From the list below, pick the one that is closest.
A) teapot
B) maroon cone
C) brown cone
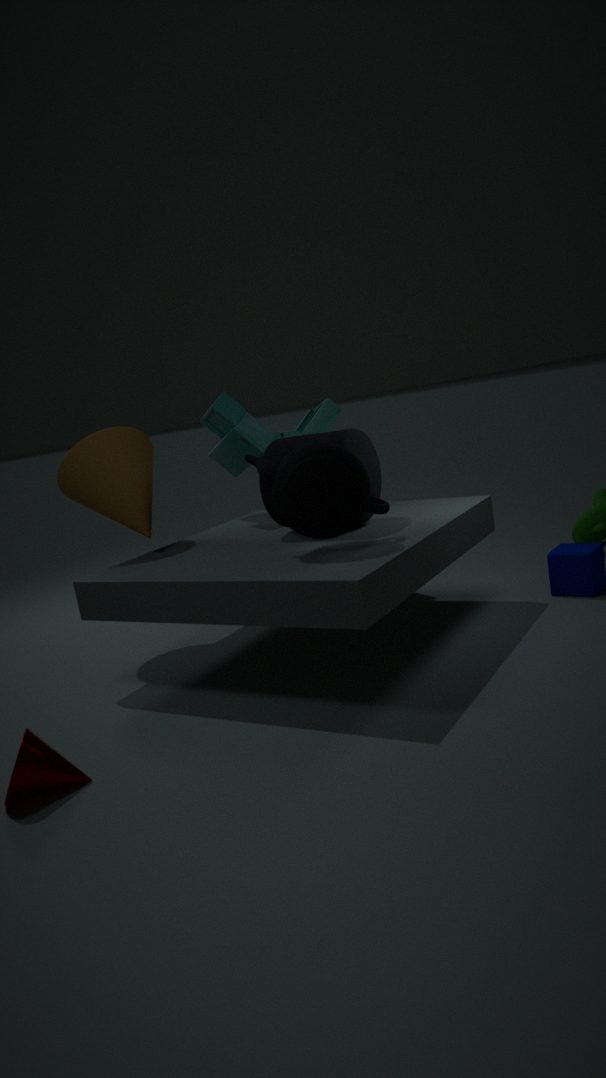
maroon cone
